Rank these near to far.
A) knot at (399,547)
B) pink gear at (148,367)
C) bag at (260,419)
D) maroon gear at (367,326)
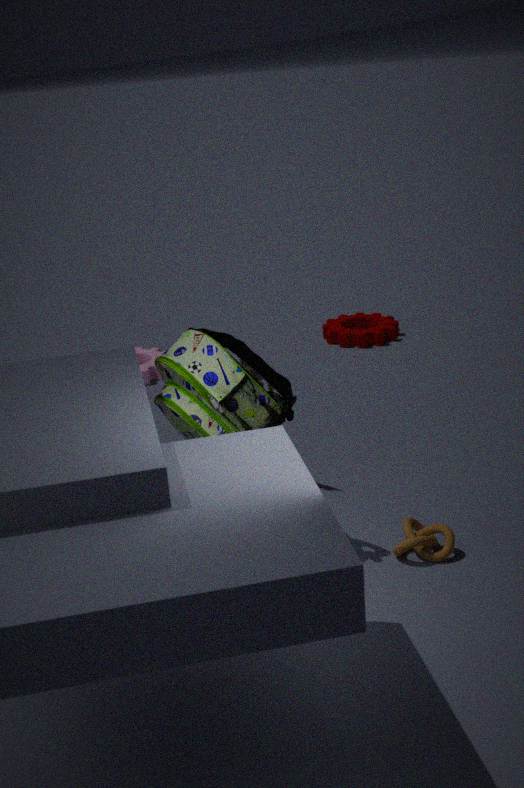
bag at (260,419), knot at (399,547), pink gear at (148,367), maroon gear at (367,326)
